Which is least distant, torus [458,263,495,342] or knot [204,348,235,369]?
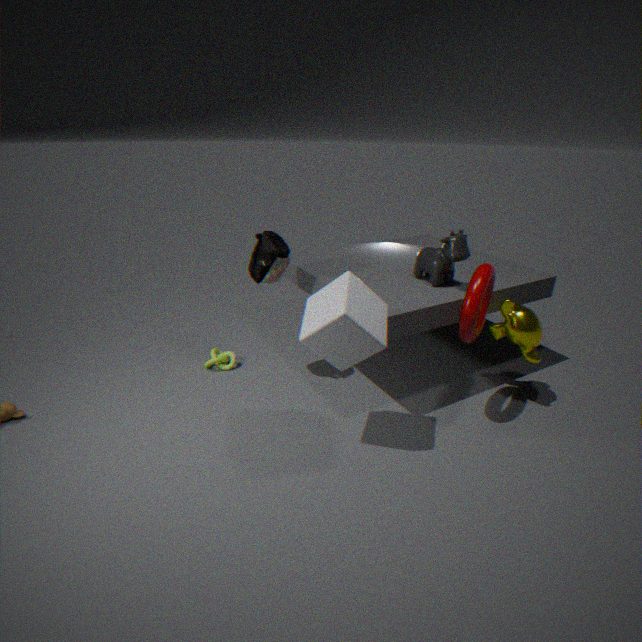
torus [458,263,495,342]
